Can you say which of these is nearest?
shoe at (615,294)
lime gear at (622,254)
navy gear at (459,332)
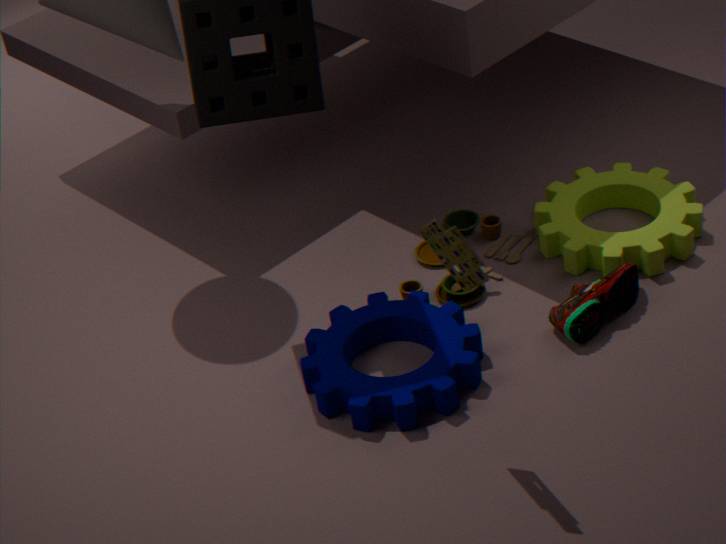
navy gear at (459,332)
